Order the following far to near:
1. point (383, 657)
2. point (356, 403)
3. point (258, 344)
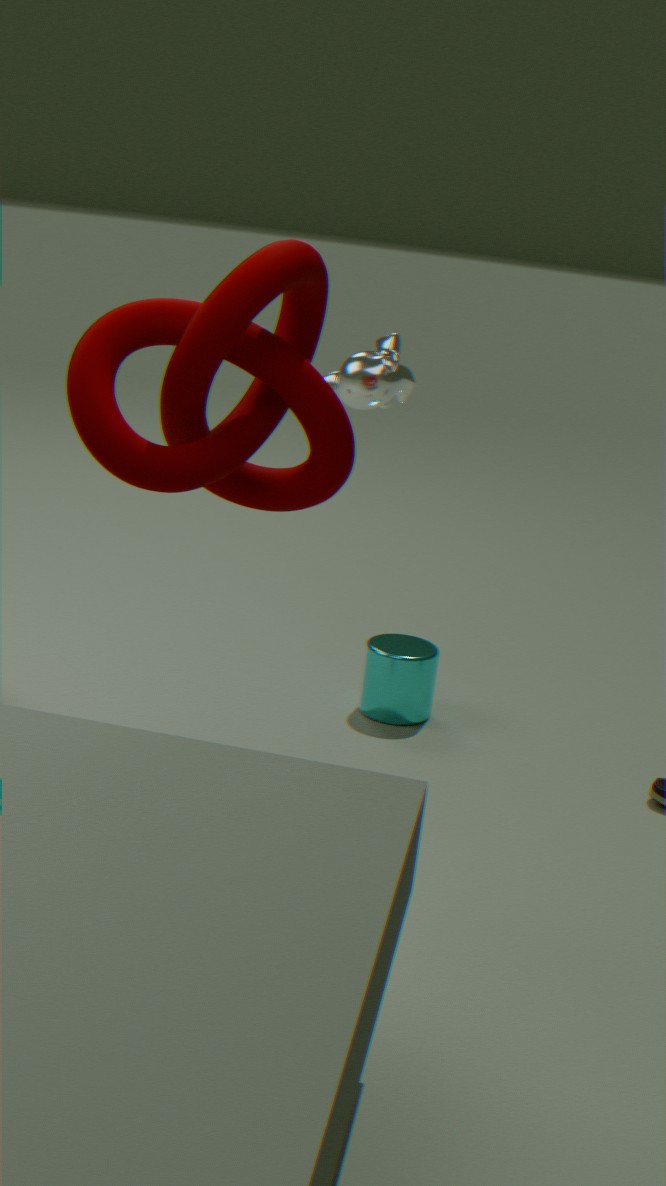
point (383, 657), point (356, 403), point (258, 344)
